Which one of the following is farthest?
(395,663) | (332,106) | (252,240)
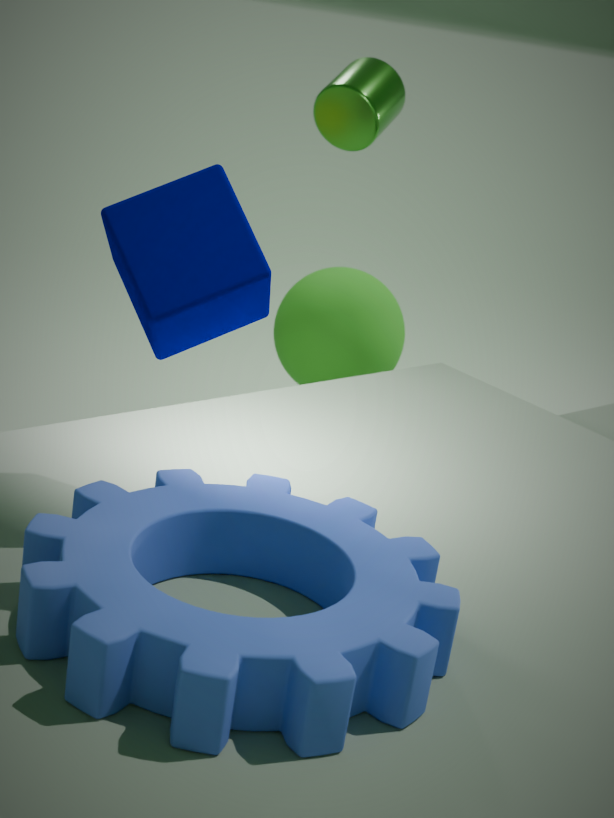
(332,106)
